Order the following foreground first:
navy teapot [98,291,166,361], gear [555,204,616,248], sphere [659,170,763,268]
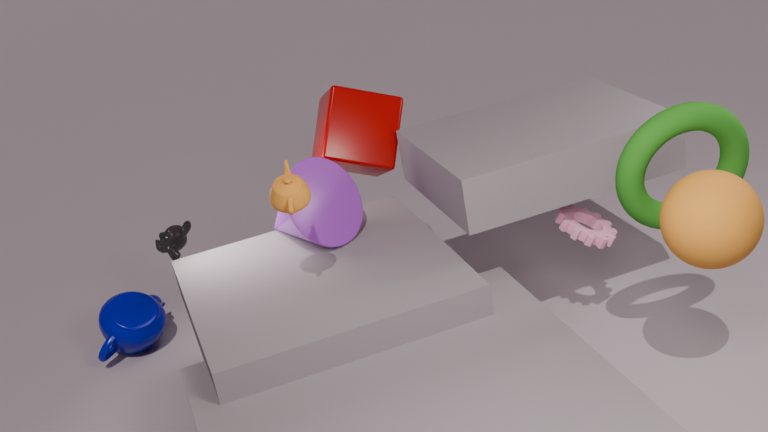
sphere [659,170,763,268]
gear [555,204,616,248]
navy teapot [98,291,166,361]
